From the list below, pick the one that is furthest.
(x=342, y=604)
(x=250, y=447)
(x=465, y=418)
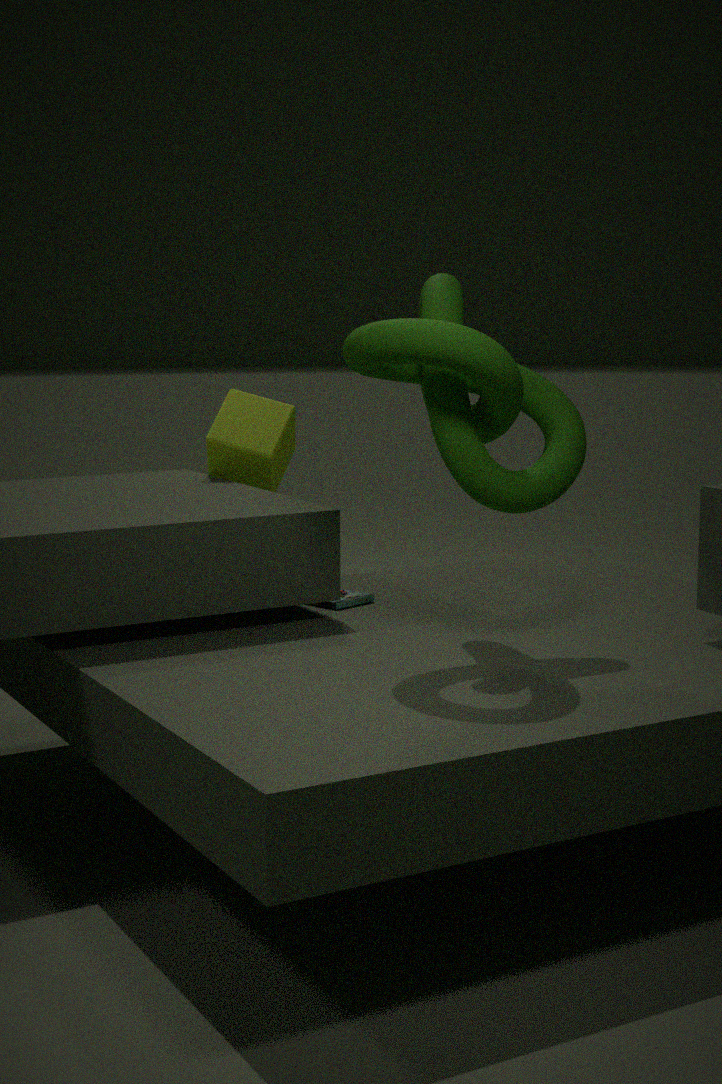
(x=250, y=447)
